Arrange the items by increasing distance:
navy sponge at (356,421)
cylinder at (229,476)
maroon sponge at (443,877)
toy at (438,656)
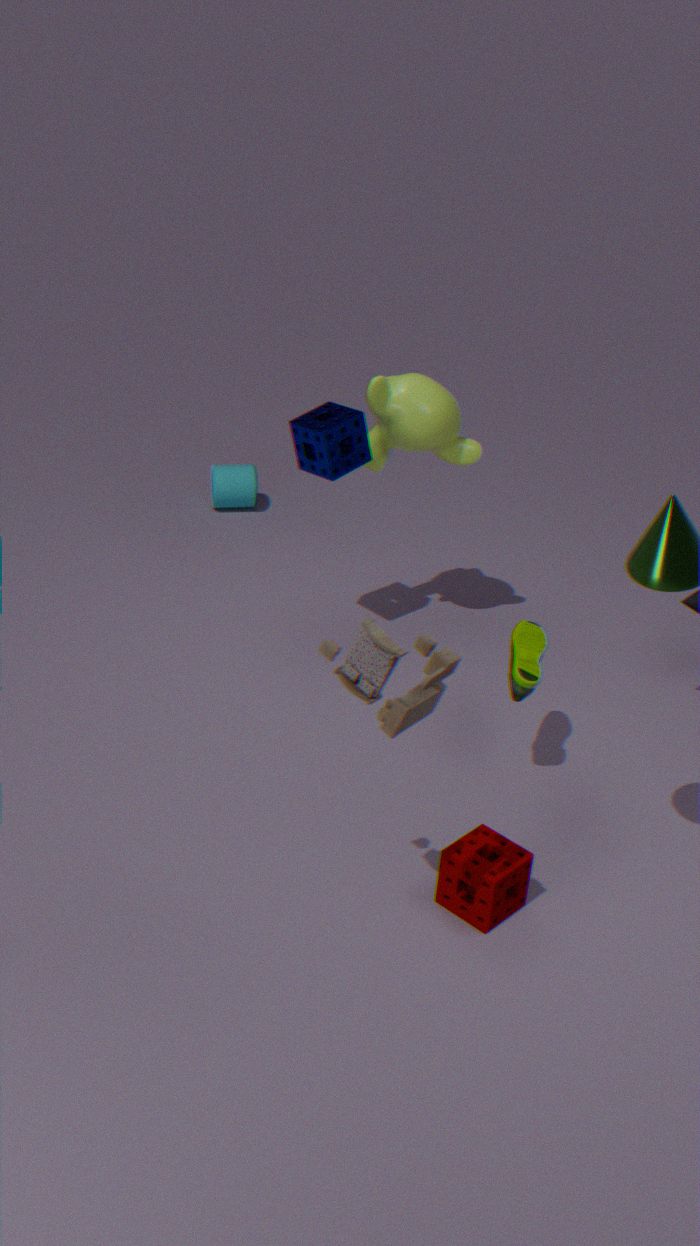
1. toy at (438,656)
2. maroon sponge at (443,877)
3. navy sponge at (356,421)
4. cylinder at (229,476)
